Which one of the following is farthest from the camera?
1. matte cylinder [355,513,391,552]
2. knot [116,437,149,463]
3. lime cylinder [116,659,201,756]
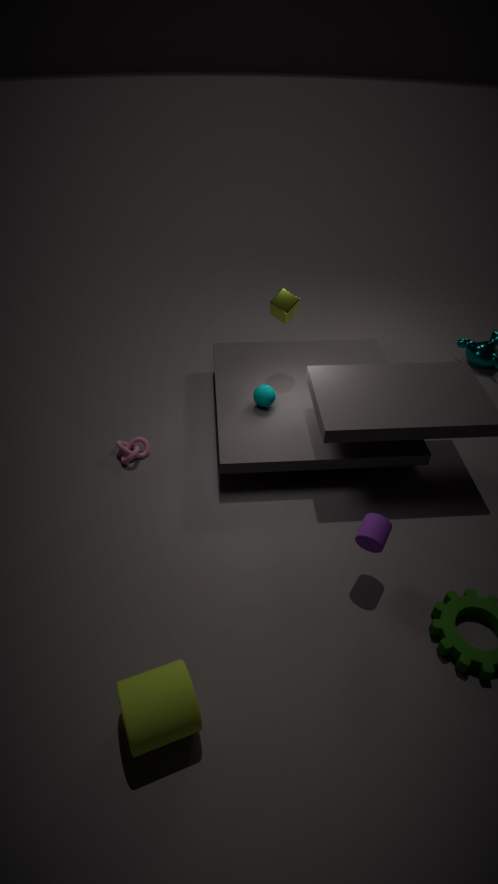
knot [116,437,149,463]
